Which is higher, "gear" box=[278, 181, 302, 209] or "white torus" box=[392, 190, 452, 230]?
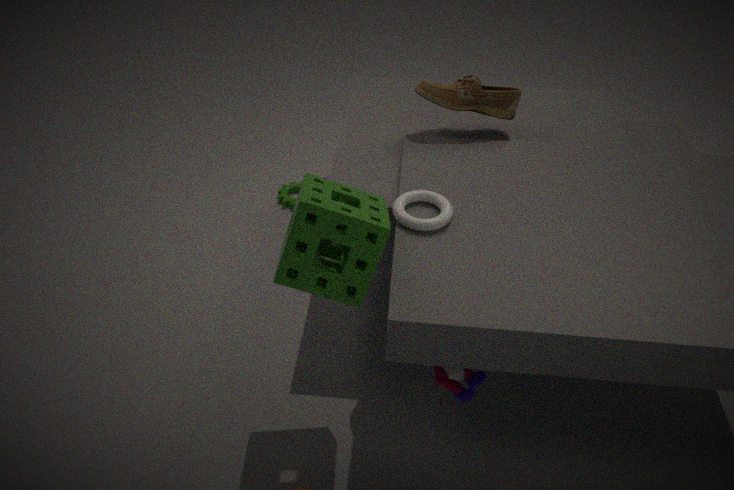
"white torus" box=[392, 190, 452, 230]
